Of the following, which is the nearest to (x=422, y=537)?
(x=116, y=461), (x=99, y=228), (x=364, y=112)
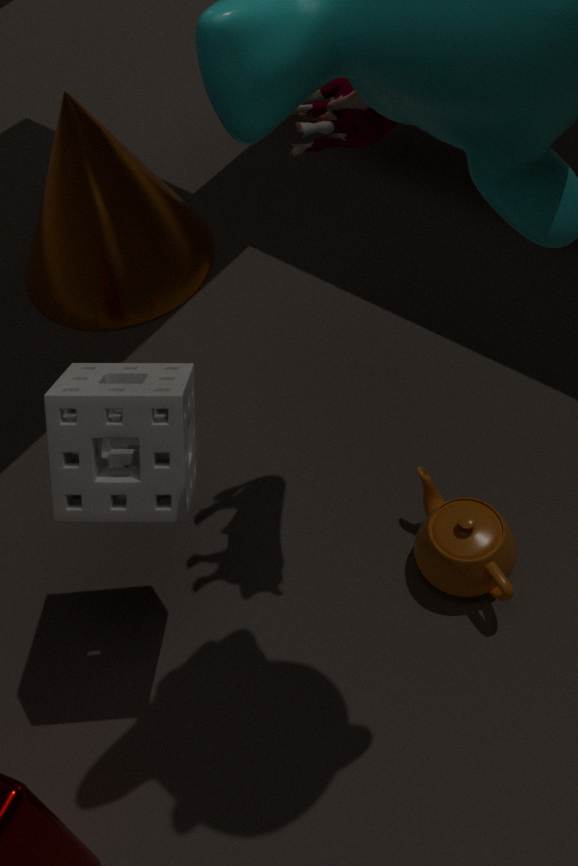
(x=116, y=461)
